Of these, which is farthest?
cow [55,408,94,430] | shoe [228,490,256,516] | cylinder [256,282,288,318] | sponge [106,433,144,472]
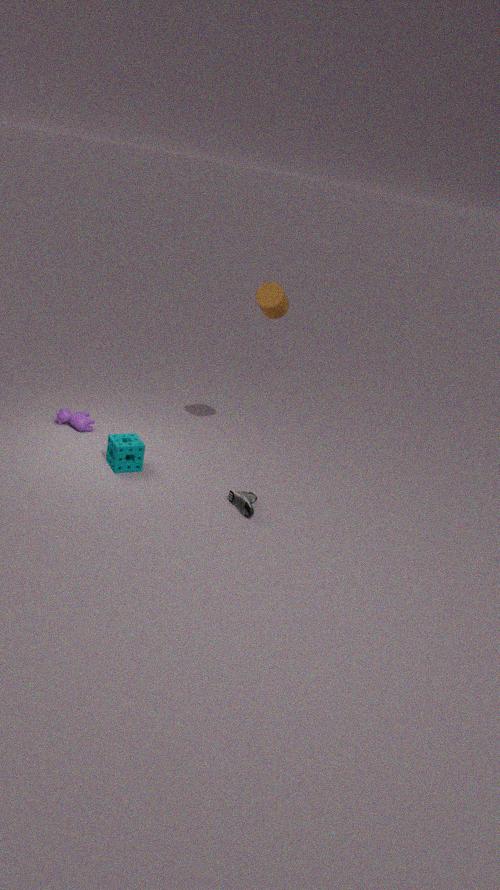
cow [55,408,94,430]
